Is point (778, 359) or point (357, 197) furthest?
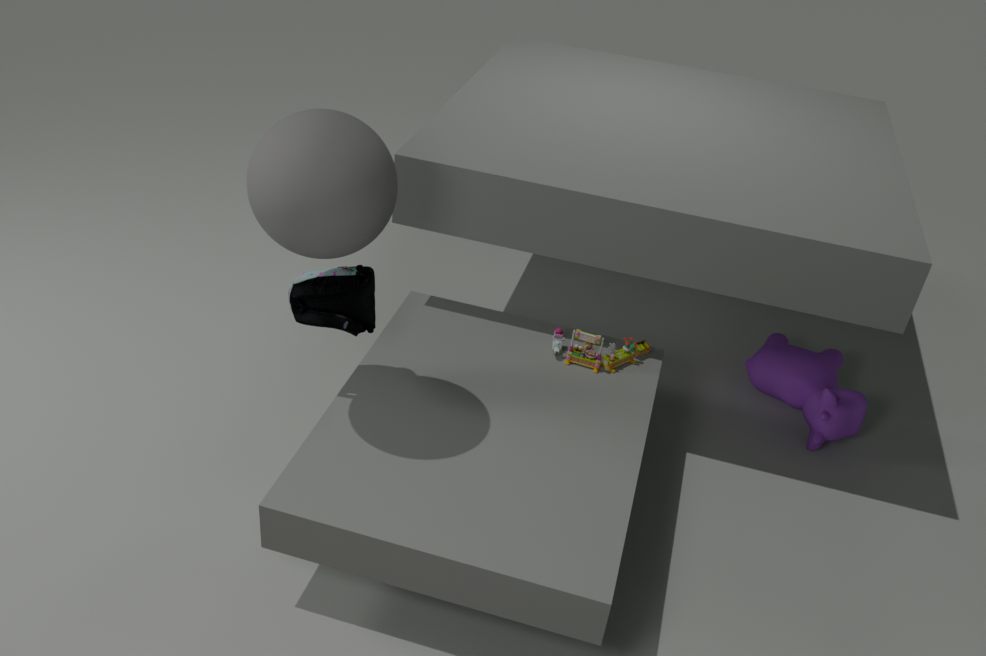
point (778, 359)
